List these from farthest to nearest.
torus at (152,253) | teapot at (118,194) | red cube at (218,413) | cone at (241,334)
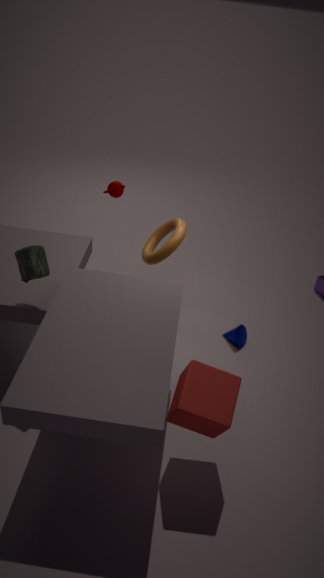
1. teapot at (118,194)
2. cone at (241,334)
3. torus at (152,253)
4. red cube at (218,413)
